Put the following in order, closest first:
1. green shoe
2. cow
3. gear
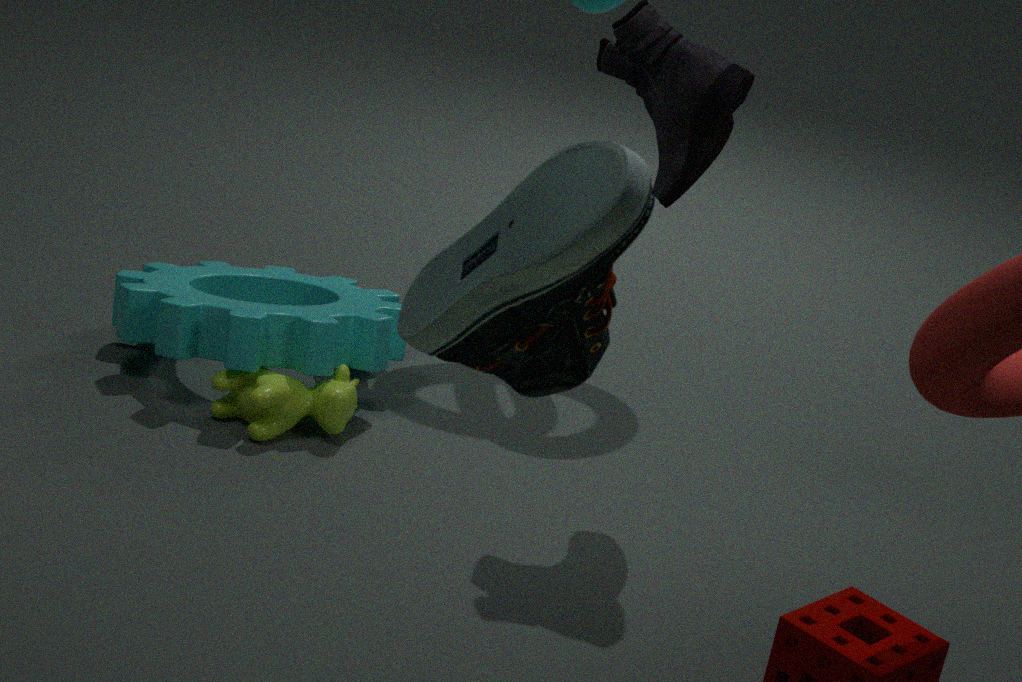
1. green shoe
2. cow
3. gear
